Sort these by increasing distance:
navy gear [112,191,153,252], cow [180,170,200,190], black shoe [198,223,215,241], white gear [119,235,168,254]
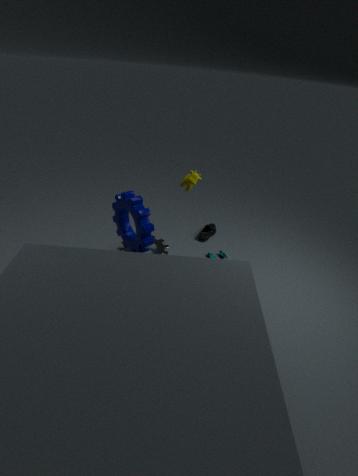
navy gear [112,191,153,252] < cow [180,170,200,190] < white gear [119,235,168,254] < black shoe [198,223,215,241]
